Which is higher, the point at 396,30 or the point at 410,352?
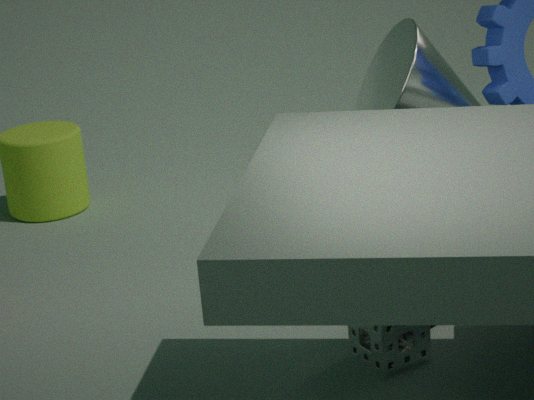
the point at 396,30
